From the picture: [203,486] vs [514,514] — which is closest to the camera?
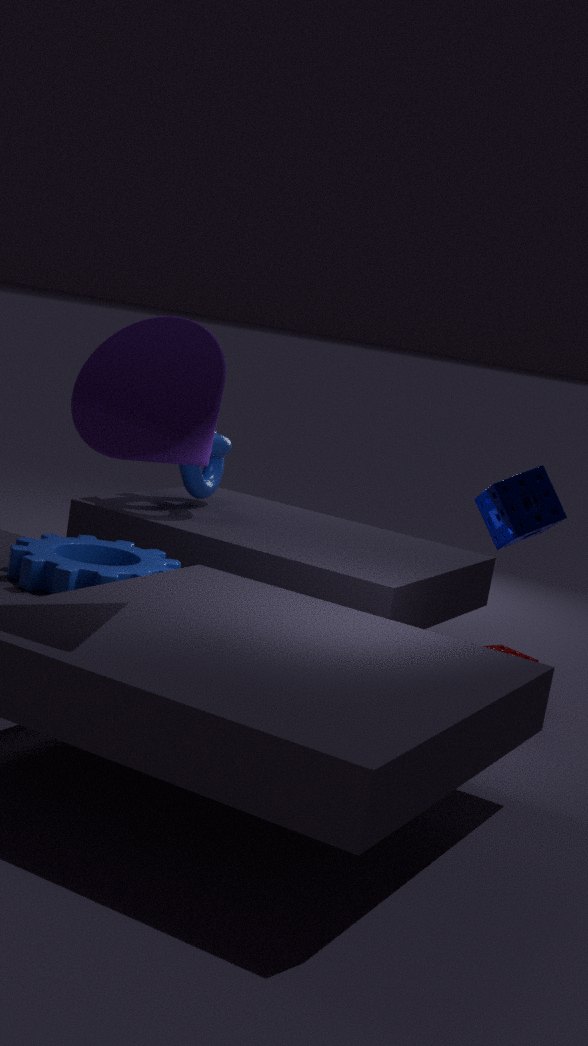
[514,514]
